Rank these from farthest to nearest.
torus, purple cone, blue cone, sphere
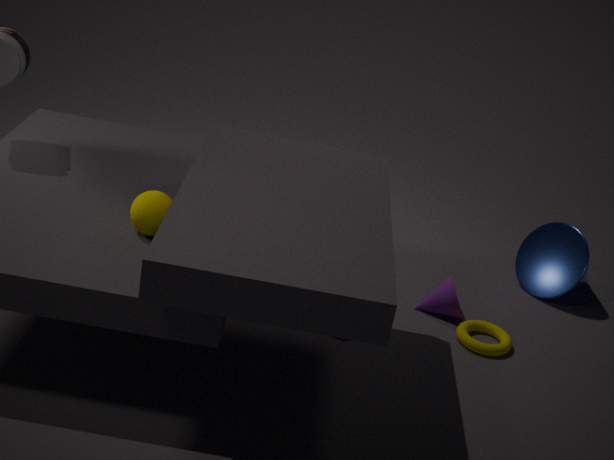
blue cone < purple cone < torus < sphere
